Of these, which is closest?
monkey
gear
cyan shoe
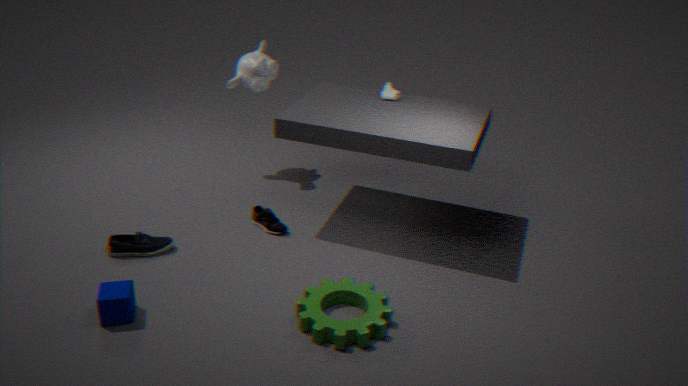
gear
